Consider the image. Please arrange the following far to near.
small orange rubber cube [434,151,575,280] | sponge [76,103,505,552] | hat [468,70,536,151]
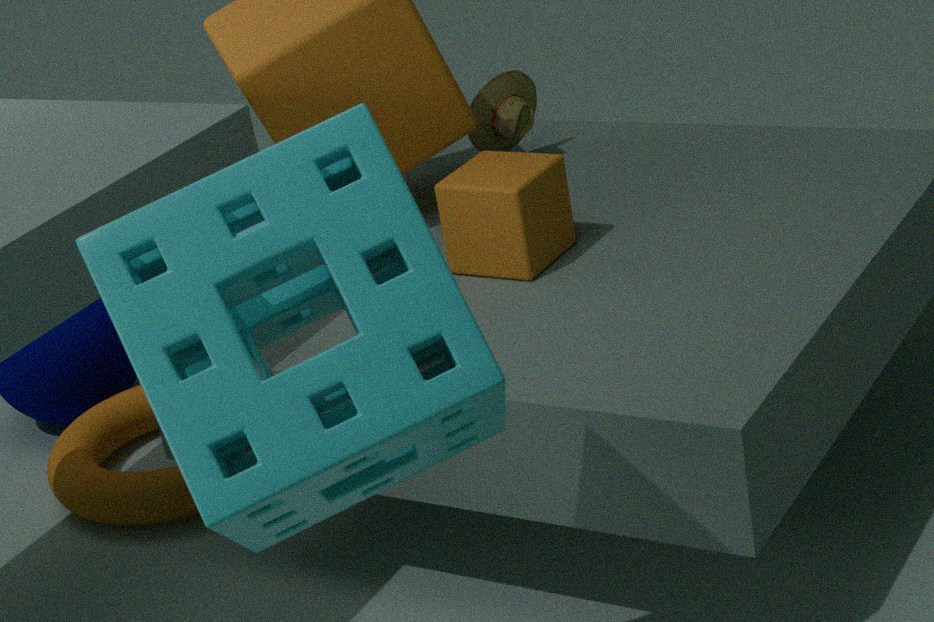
hat [468,70,536,151], small orange rubber cube [434,151,575,280], sponge [76,103,505,552]
